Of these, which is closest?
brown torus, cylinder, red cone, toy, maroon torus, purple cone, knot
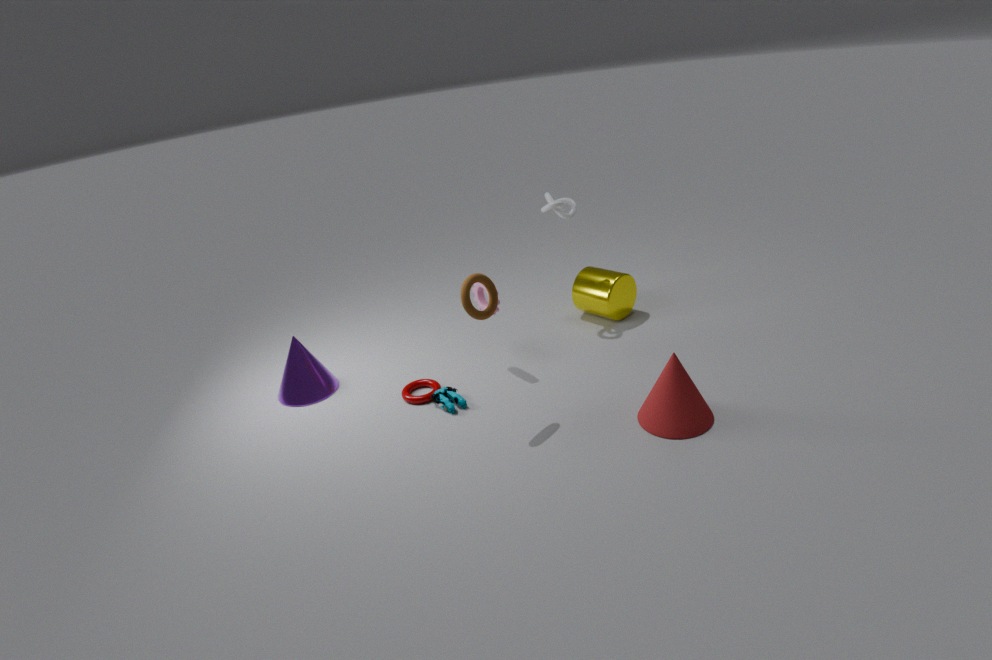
red cone
